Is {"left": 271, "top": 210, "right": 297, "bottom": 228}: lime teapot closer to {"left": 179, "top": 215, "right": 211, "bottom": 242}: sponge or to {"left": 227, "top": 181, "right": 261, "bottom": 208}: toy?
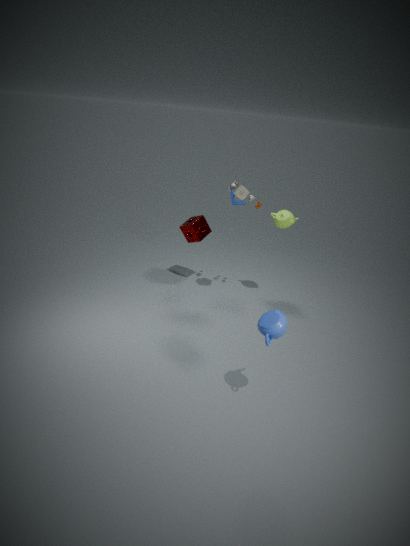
{"left": 227, "top": 181, "right": 261, "bottom": 208}: toy
